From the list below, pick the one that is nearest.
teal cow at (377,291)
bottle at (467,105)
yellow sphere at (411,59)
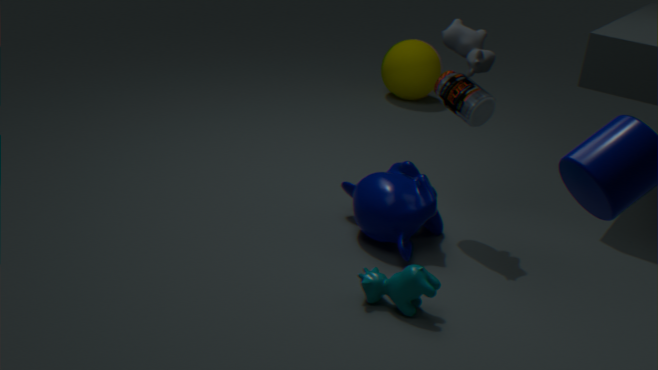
teal cow at (377,291)
